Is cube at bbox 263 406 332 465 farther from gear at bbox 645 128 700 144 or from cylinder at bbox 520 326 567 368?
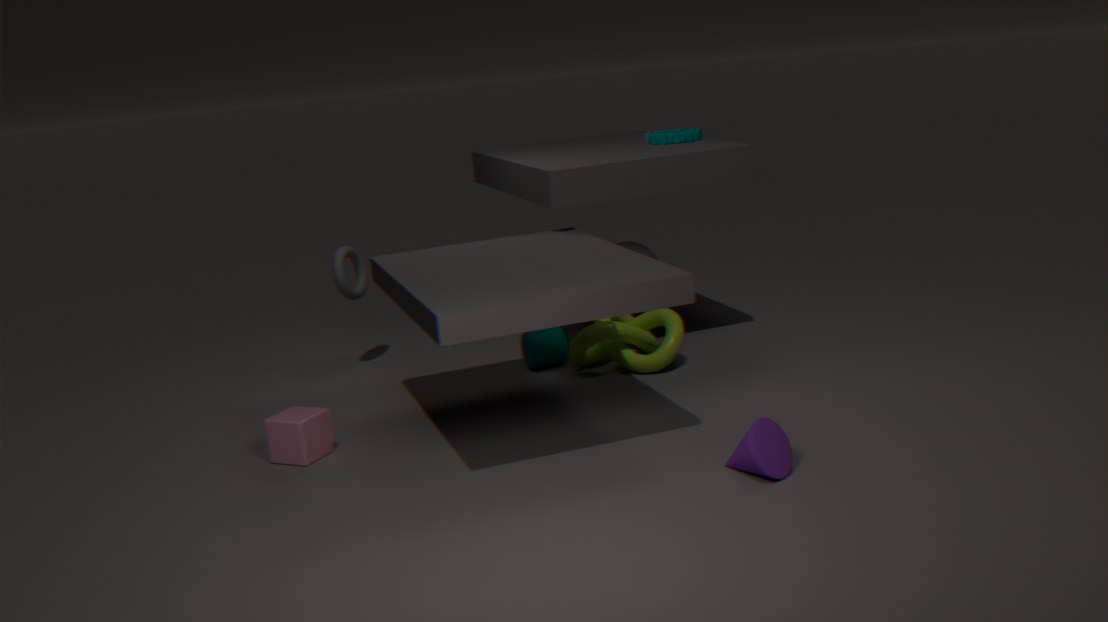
gear at bbox 645 128 700 144
